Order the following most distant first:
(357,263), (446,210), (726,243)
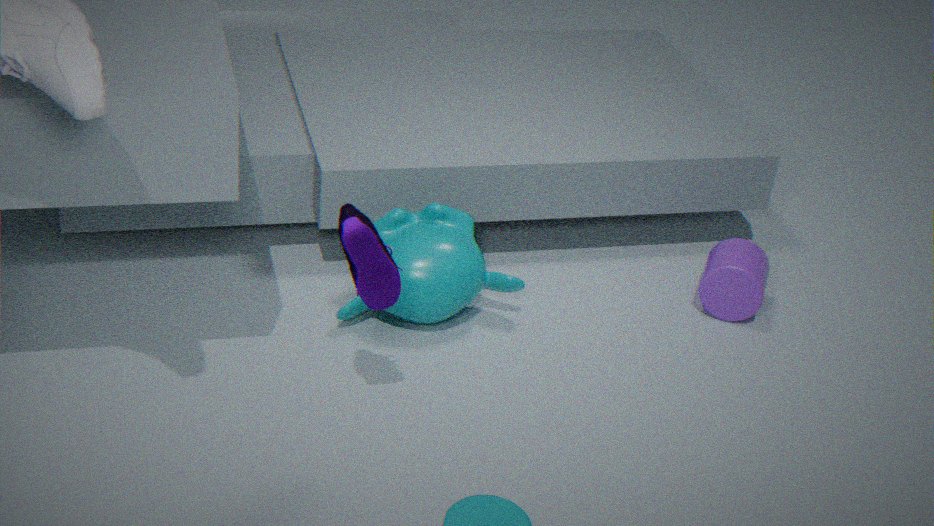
(726,243), (446,210), (357,263)
